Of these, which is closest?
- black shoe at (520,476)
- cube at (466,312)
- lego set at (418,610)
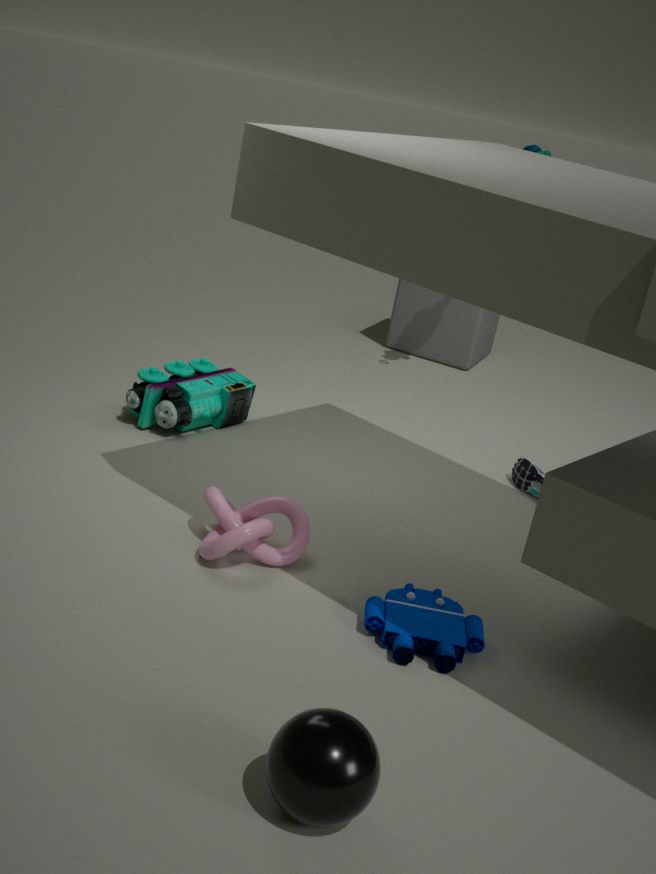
lego set at (418,610)
